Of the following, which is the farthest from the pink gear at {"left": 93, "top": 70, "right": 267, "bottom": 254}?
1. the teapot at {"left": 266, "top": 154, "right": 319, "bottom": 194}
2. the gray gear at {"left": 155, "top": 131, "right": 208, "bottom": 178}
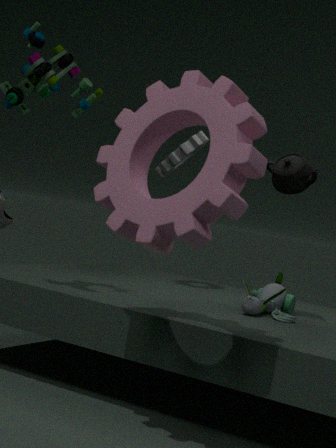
the gray gear at {"left": 155, "top": 131, "right": 208, "bottom": 178}
